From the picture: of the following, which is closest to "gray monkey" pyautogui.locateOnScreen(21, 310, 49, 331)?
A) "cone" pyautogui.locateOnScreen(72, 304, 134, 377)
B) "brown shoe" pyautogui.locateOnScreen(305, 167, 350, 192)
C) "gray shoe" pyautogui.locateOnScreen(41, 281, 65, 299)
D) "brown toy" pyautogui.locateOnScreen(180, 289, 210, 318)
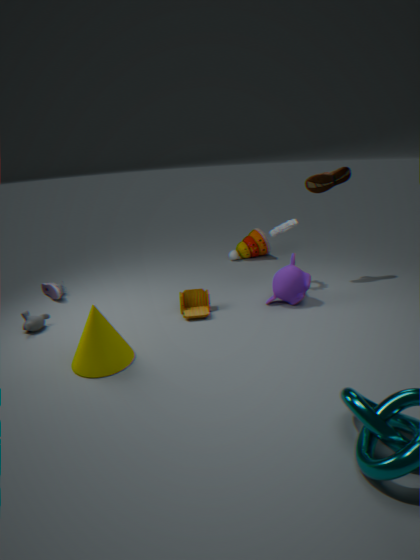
"gray shoe" pyautogui.locateOnScreen(41, 281, 65, 299)
